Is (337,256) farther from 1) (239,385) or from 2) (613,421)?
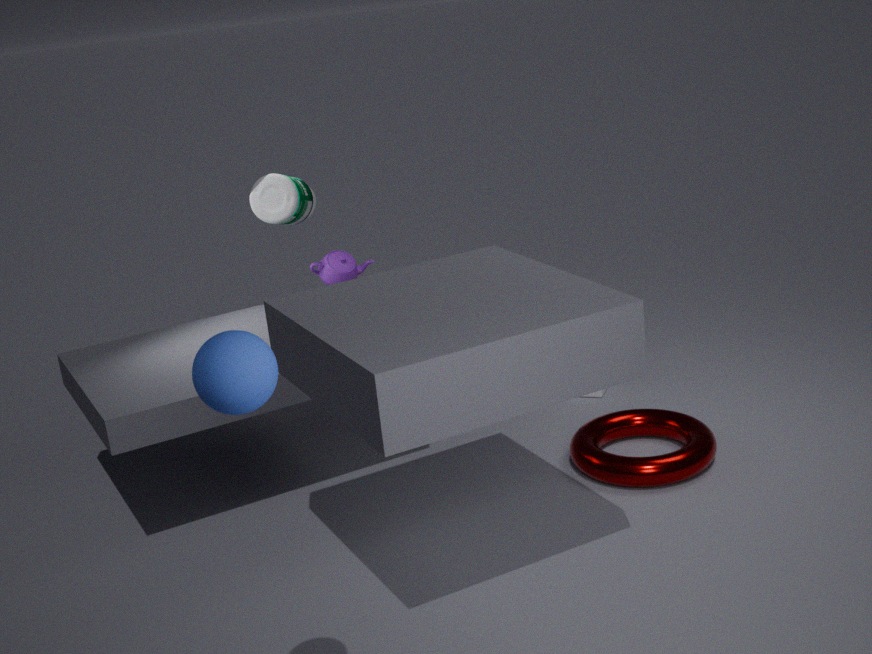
1) (239,385)
